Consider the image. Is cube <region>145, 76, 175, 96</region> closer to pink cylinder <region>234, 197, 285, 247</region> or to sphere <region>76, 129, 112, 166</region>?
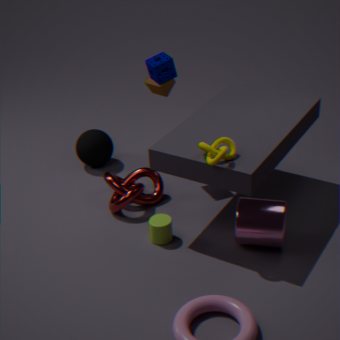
sphere <region>76, 129, 112, 166</region>
